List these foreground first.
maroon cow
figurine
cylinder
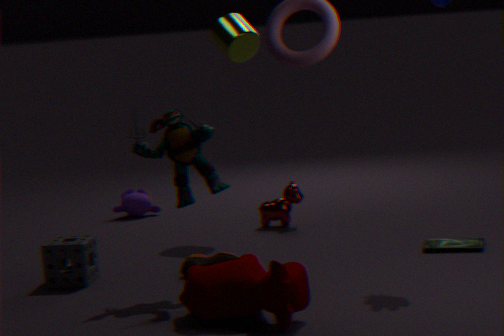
maroon cow, figurine, cylinder
